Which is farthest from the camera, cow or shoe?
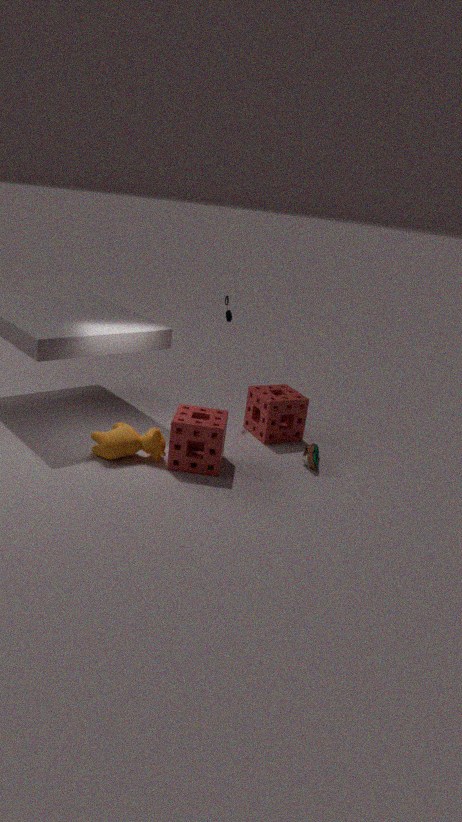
shoe
